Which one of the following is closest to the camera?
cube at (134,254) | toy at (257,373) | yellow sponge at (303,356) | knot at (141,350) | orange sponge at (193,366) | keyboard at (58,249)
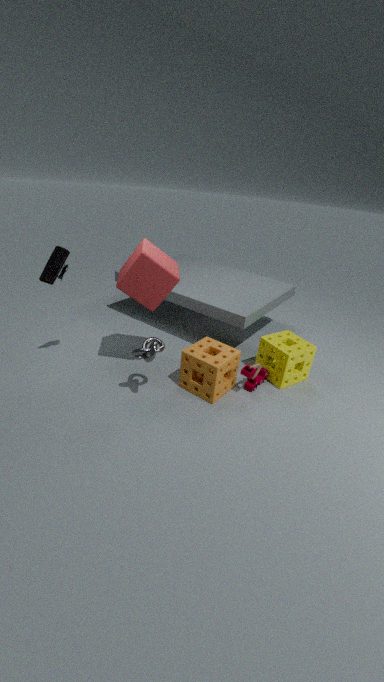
knot at (141,350)
